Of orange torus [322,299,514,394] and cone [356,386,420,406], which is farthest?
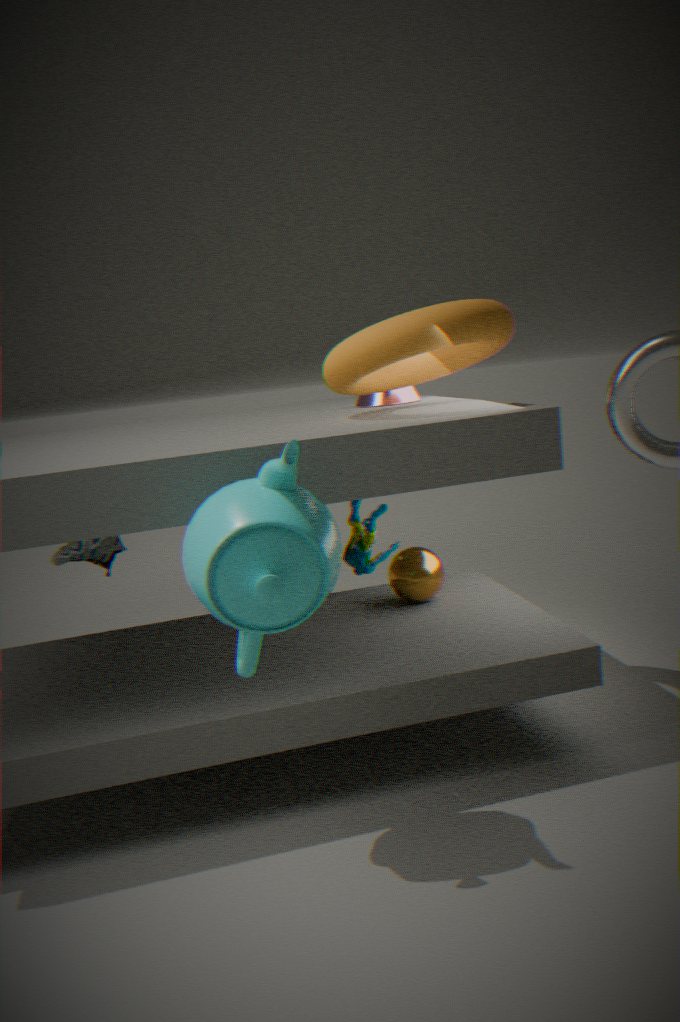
cone [356,386,420,406]
